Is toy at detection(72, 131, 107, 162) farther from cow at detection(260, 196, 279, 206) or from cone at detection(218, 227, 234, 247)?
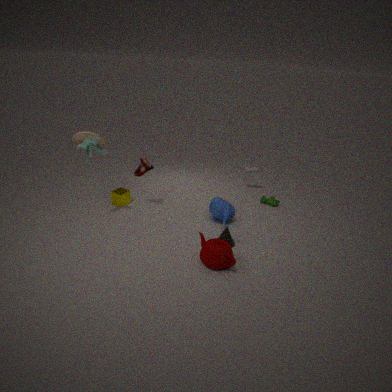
cow at detection(260, 196, 279, 206)
